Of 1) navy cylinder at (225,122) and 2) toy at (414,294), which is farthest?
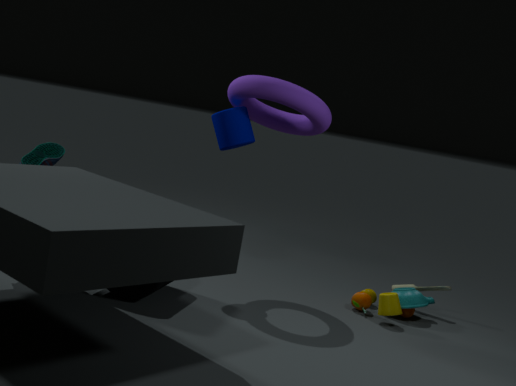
2. toy at (414,294)
